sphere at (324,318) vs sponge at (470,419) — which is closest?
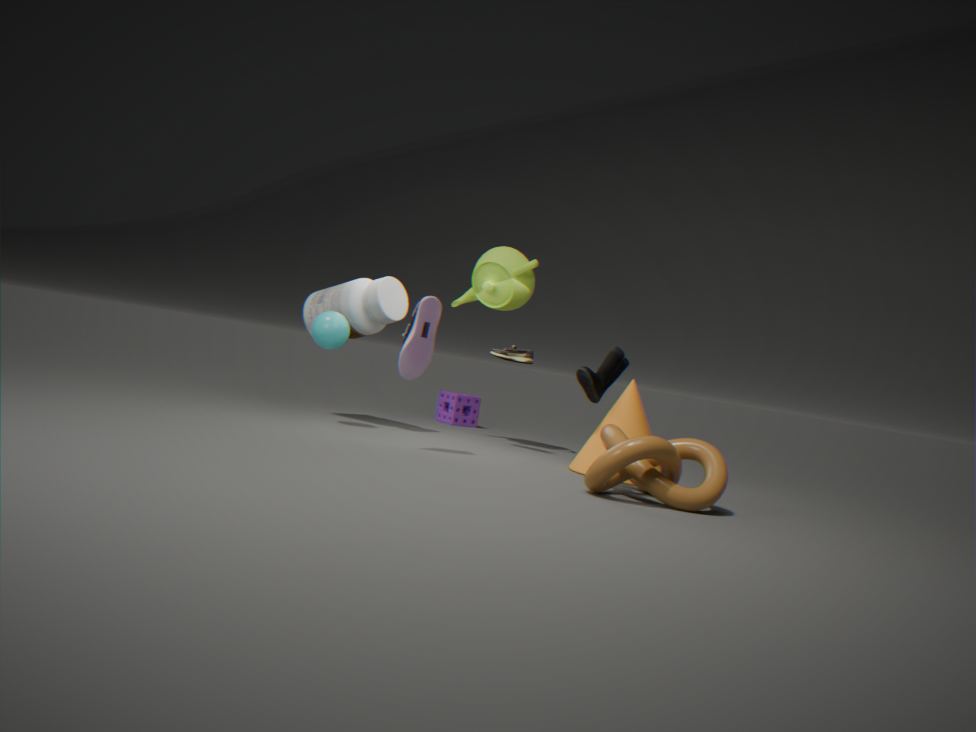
sphere at (324,318)
